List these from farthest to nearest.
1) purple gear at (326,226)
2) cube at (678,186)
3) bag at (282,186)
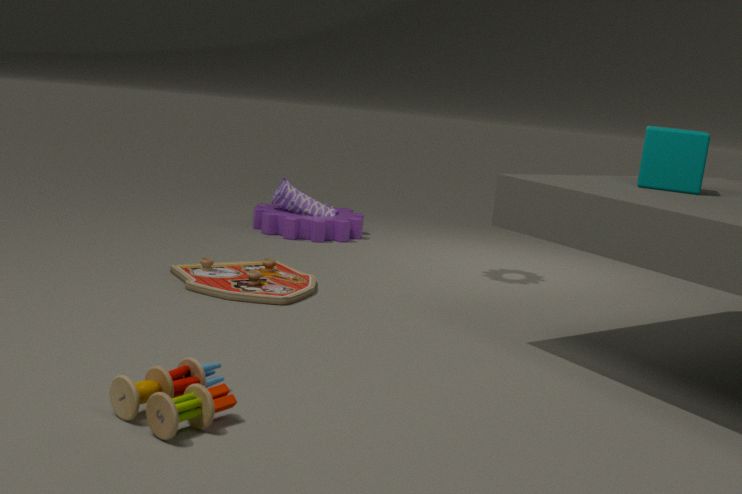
1. 3. bag at (282,186)
2. 1. purple gear at (326,226)
3. 2. cube at (678,186)
